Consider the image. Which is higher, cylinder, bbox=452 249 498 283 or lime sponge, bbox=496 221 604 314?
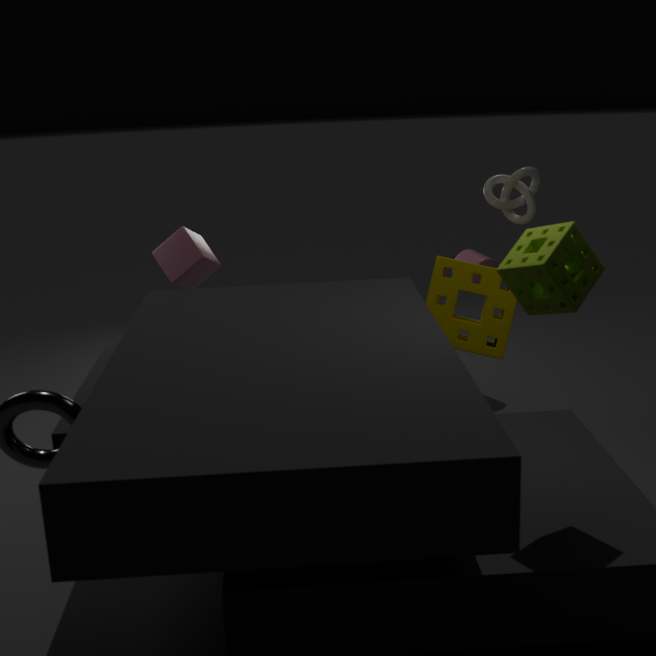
lime sponge, bbox=496 221 604 314
